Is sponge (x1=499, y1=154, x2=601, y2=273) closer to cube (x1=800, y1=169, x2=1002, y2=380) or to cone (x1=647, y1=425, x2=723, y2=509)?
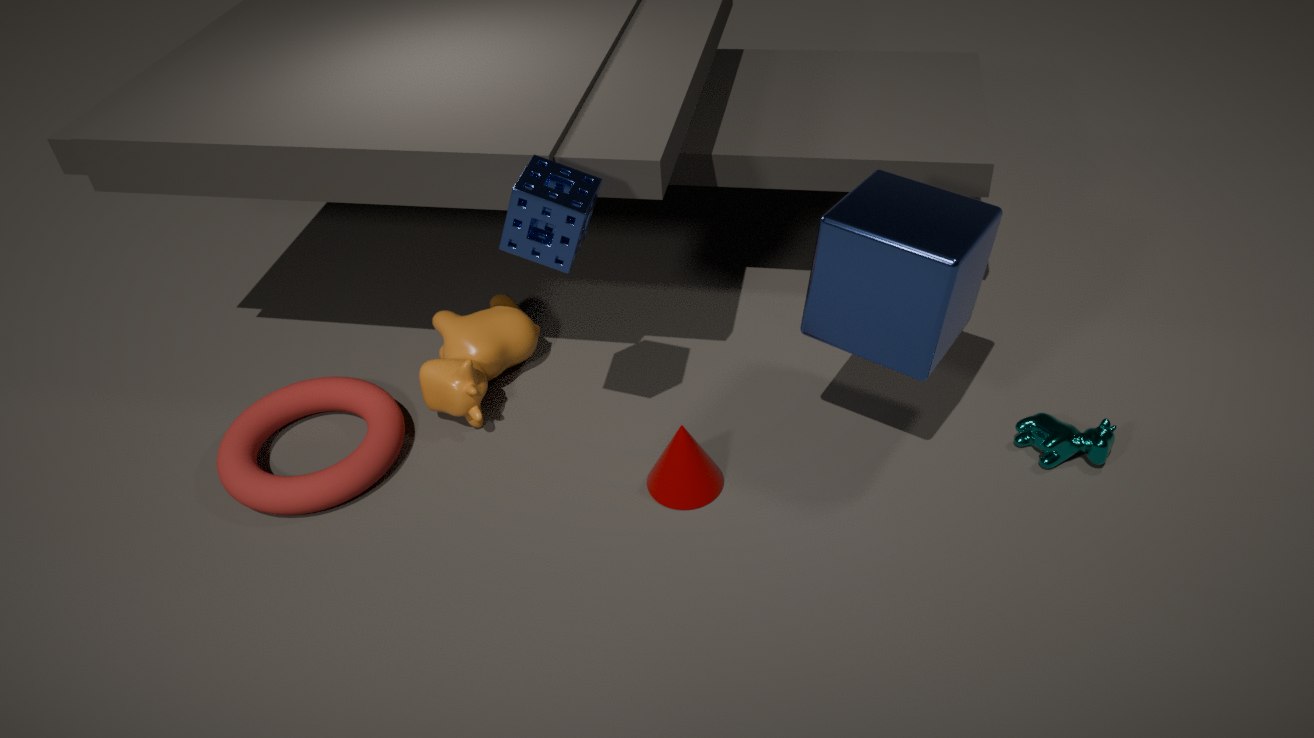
cone (x1=647, y1=425, x2=723, y2=509)
